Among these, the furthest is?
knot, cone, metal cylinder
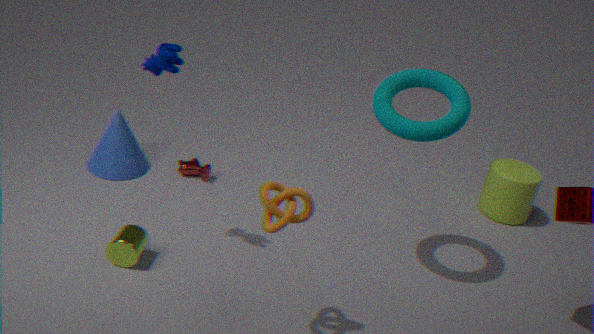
cone
